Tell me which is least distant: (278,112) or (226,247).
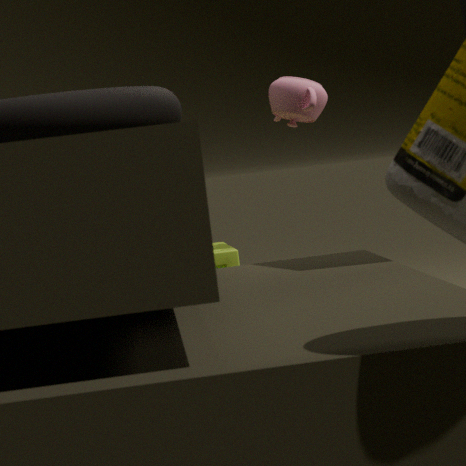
(278,112)
